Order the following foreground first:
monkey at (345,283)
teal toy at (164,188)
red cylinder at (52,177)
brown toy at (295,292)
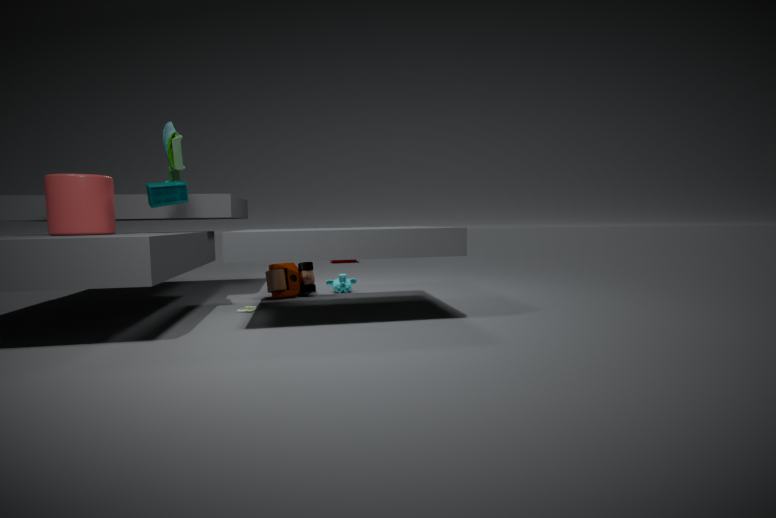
1. red cylinder at (52,177)
2. teal toy at (164,188)
3. brown toy at (295,292)
4. monkey at (345,283)
